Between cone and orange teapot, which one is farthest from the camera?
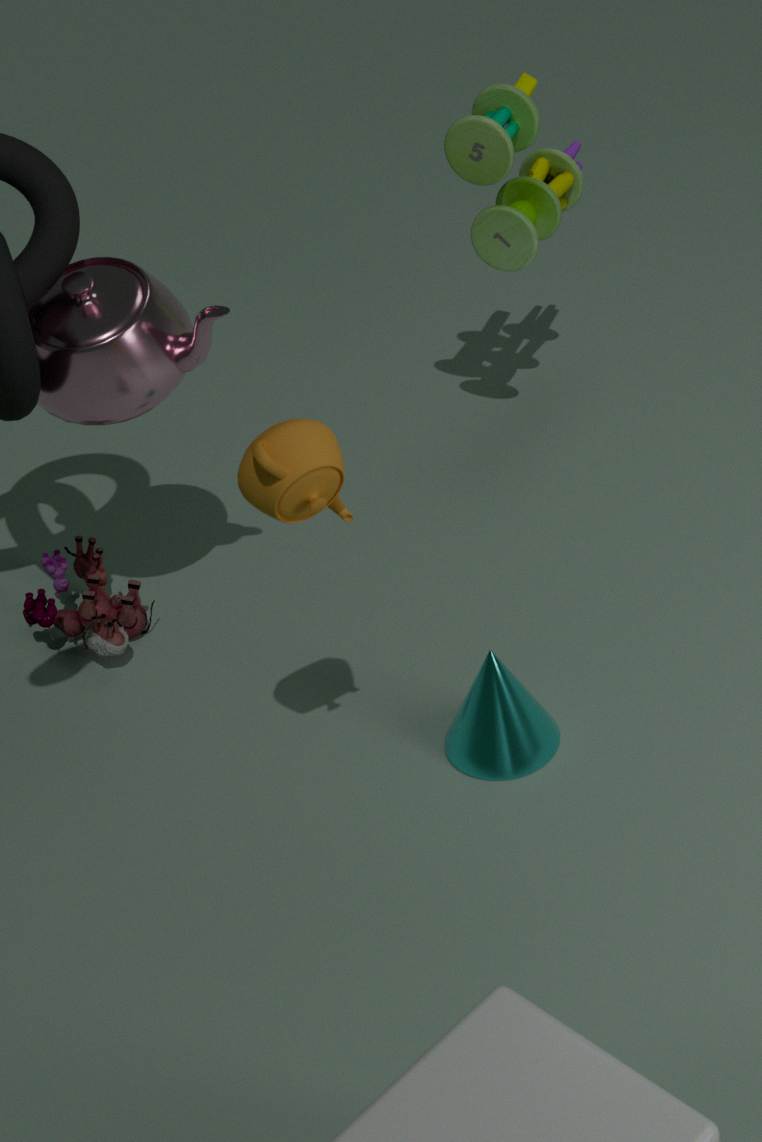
cone
